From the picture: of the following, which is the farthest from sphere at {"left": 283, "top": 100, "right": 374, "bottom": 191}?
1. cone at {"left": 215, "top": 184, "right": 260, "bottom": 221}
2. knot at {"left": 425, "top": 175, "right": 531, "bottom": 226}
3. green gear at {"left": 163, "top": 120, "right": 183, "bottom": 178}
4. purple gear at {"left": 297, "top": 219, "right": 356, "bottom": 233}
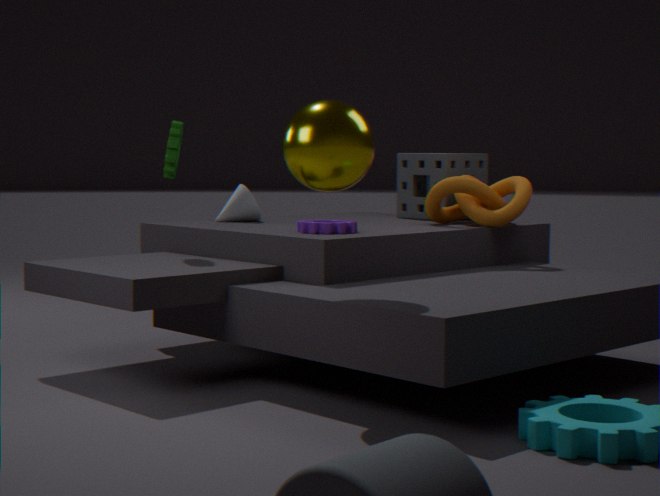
cone at {"left": 215, "top": 184, "right": 260, "bottom": 221}
